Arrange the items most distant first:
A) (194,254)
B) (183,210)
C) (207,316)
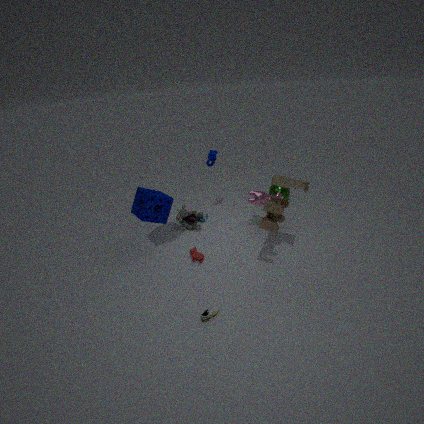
(183,210)
(194,254)
(207,316)
